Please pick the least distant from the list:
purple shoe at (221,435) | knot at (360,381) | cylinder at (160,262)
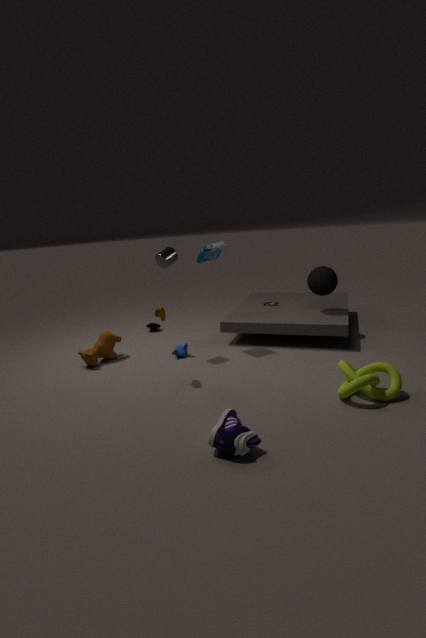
purple shoe at (221,435)
